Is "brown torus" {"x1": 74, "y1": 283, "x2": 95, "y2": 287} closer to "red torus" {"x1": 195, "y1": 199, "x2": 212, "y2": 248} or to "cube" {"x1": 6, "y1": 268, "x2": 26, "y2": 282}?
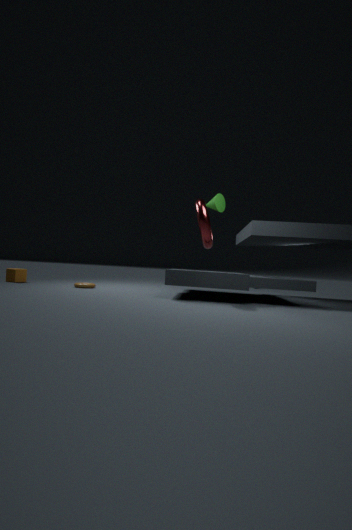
"cube" {"x1": 6, "y1": 268, "x2": 26, "y2": 282}
